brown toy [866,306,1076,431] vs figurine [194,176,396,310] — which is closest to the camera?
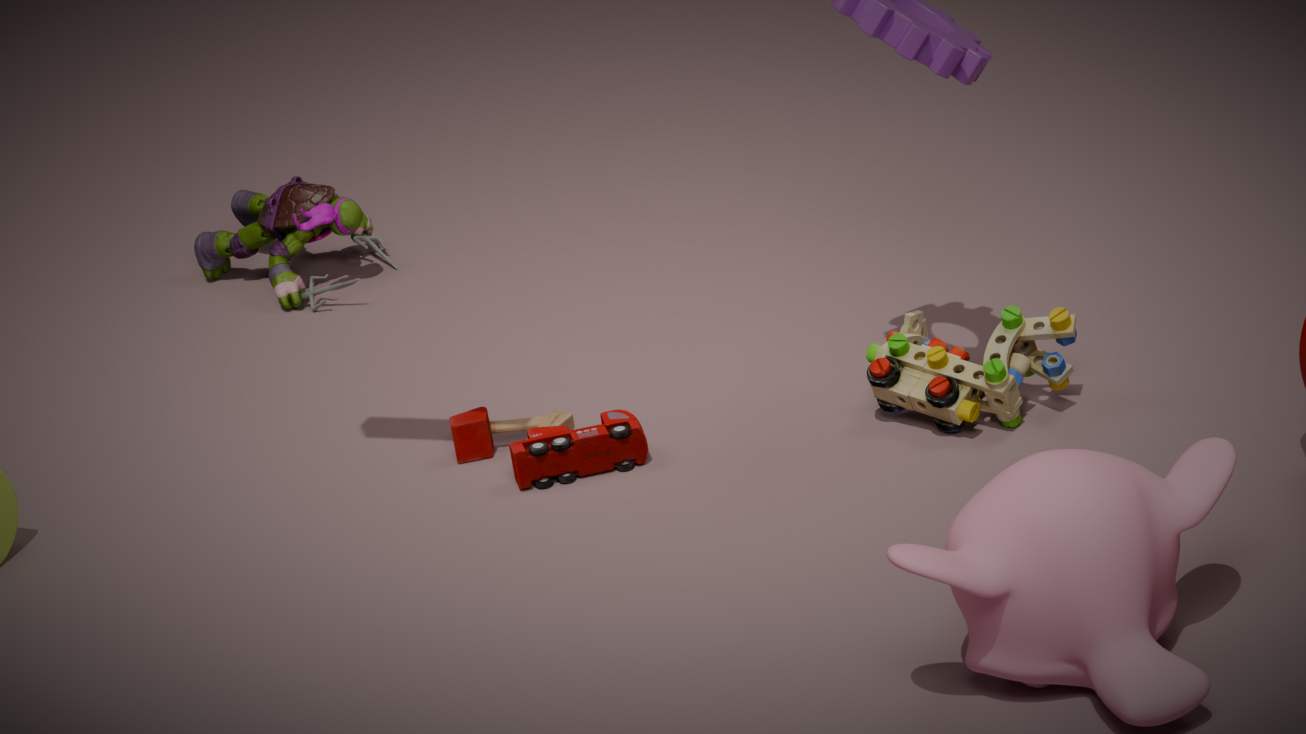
brown toy [866,306,1076,431]
